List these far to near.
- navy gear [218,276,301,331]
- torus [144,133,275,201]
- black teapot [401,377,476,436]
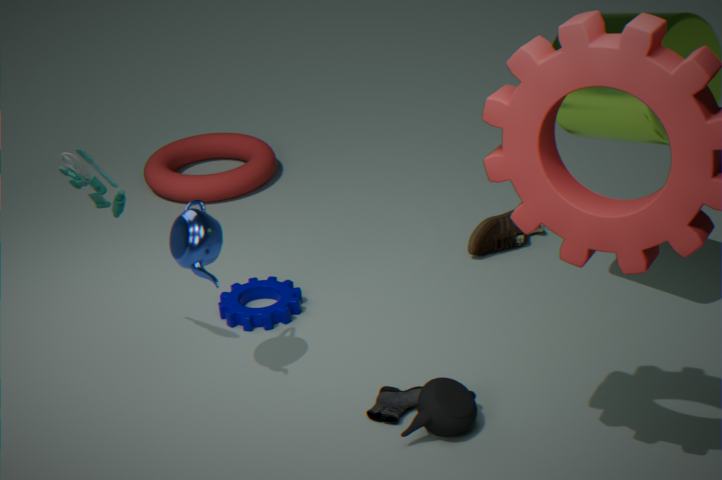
torus [144,133,275,201], navy gear [218,276,301,331], black teapot [401,377,476,436]
